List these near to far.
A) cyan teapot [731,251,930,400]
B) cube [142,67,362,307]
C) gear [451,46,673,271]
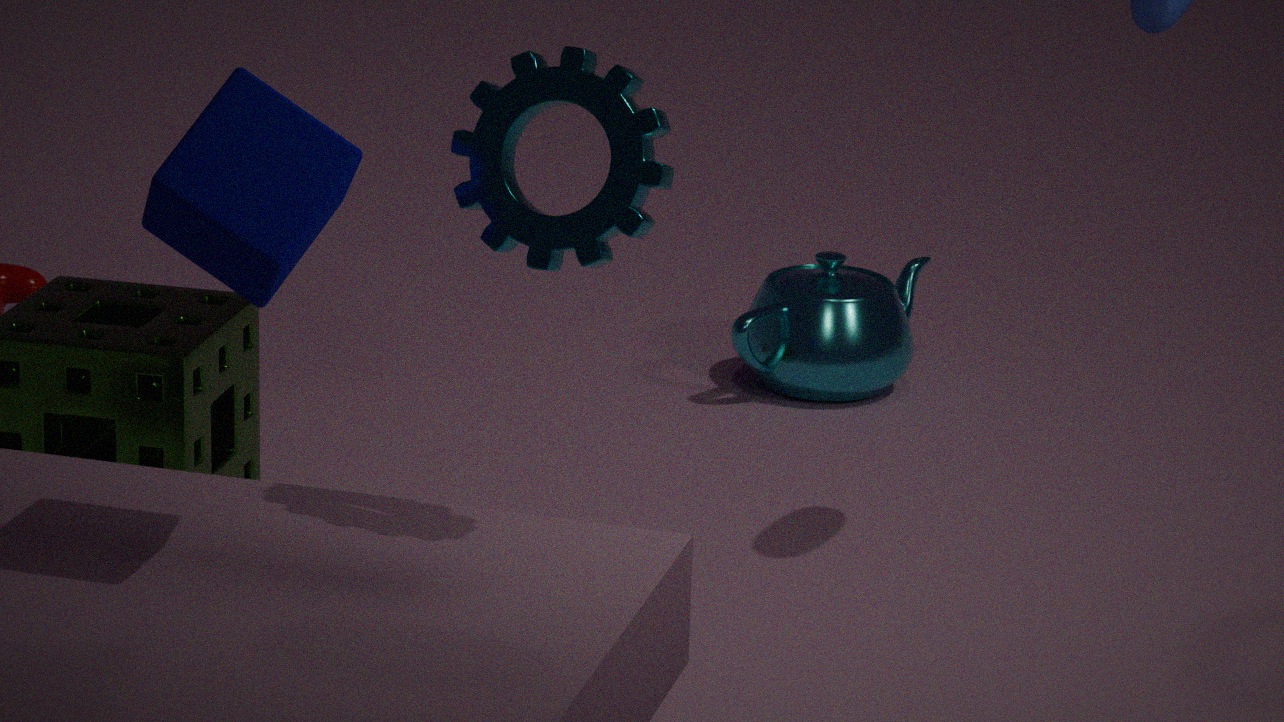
cube [142,67,362,307]
gear [451,46,673,271]
cyan teapot [731,251,930,400]
